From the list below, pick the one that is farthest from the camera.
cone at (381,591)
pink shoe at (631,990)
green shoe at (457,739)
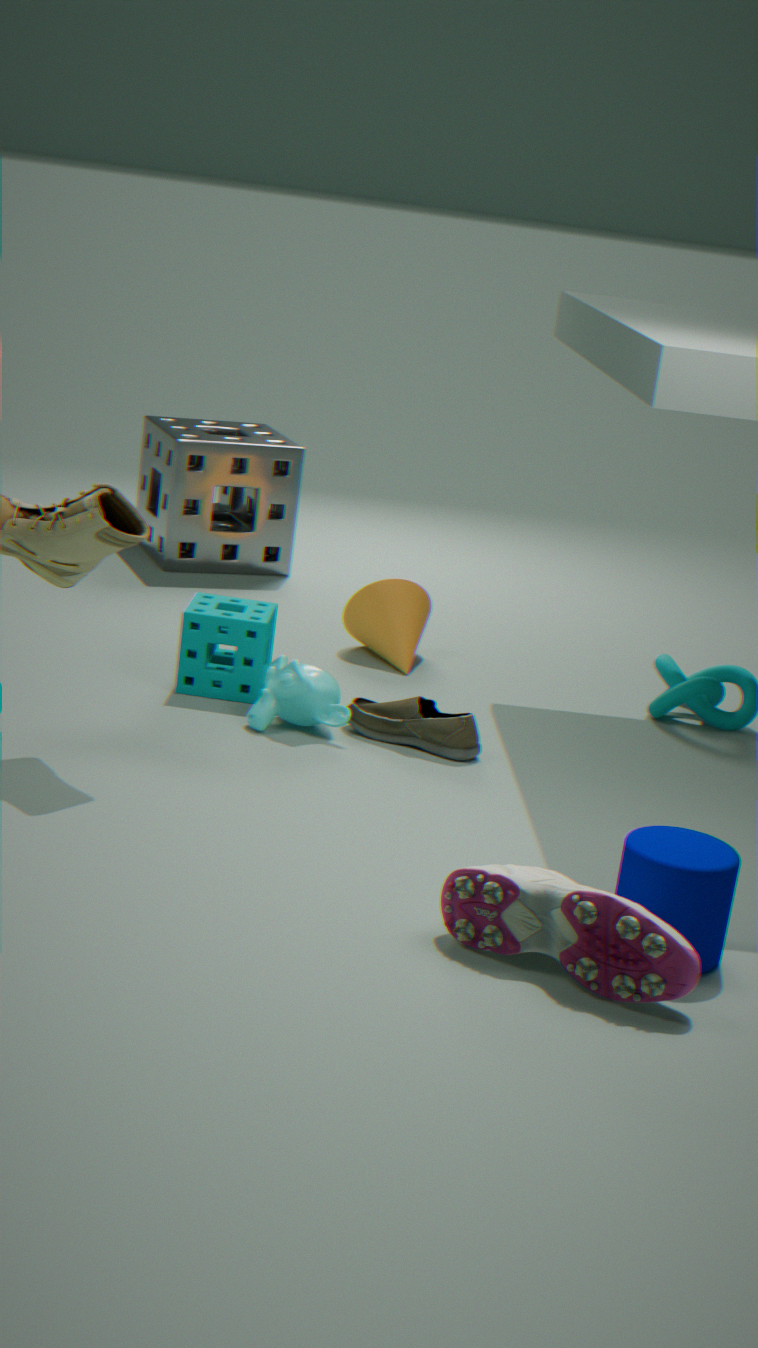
cone at (381,591)
